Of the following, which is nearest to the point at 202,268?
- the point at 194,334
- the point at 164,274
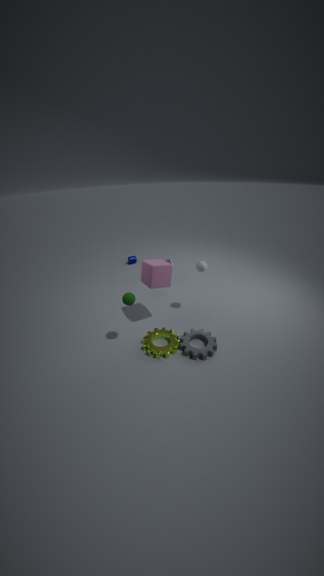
the point at 164,274
